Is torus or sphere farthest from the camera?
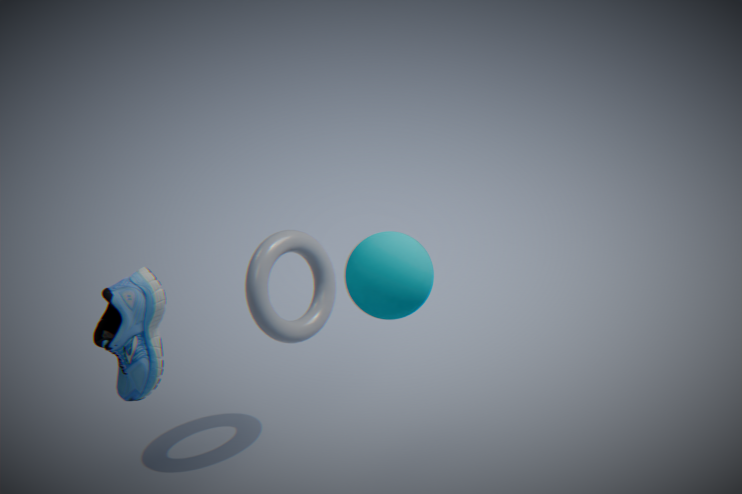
torus
